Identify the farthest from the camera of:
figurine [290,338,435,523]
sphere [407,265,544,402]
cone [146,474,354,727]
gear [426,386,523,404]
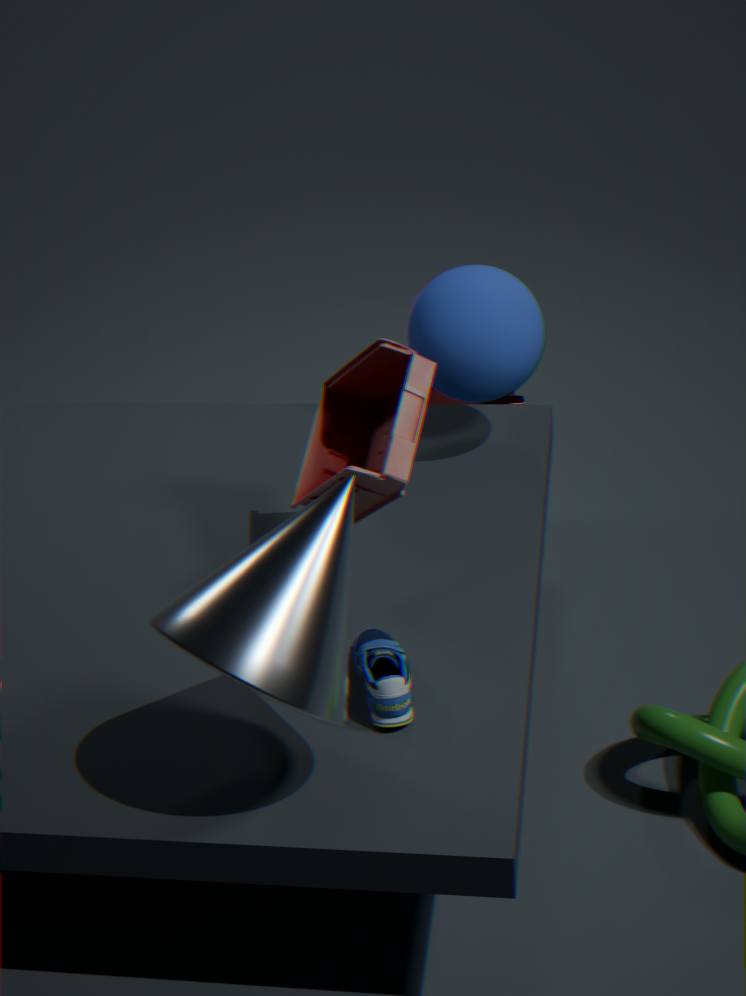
gear [426,386,523,404]
